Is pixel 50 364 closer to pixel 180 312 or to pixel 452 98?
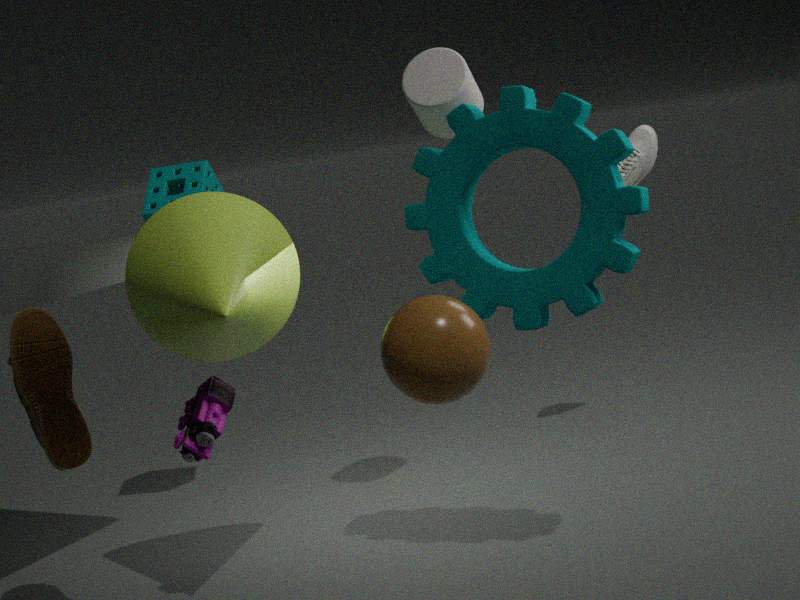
pixel 180 312
